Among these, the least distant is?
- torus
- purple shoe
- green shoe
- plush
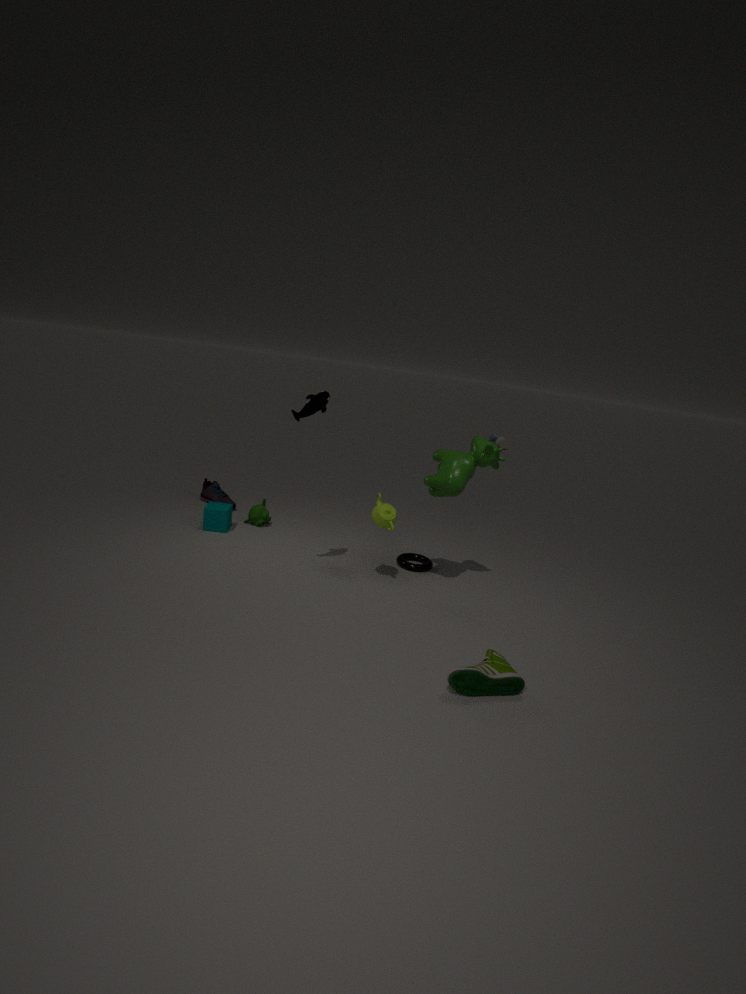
green shoe
